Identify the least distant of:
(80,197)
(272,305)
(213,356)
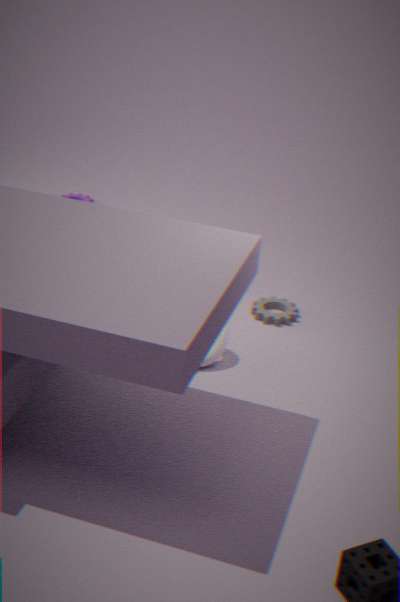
(213,356)
